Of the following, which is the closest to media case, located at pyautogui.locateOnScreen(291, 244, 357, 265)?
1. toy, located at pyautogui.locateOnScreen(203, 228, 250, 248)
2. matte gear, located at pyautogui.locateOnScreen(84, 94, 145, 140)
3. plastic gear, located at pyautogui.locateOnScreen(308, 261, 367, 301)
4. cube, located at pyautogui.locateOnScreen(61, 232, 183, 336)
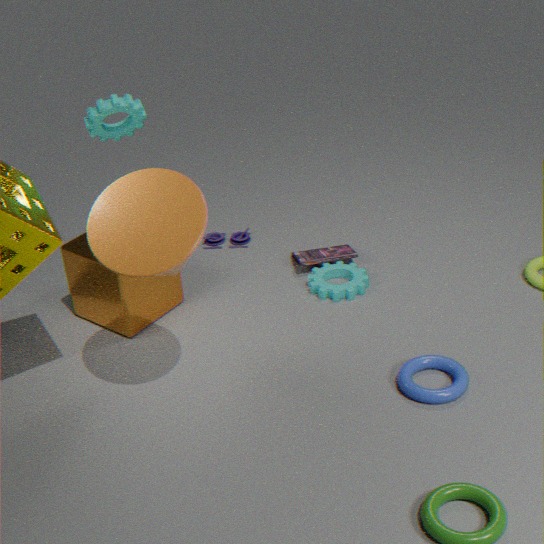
plastic gear, located at pyautogui.locateOnScreen(308, 261, 367, 301)
